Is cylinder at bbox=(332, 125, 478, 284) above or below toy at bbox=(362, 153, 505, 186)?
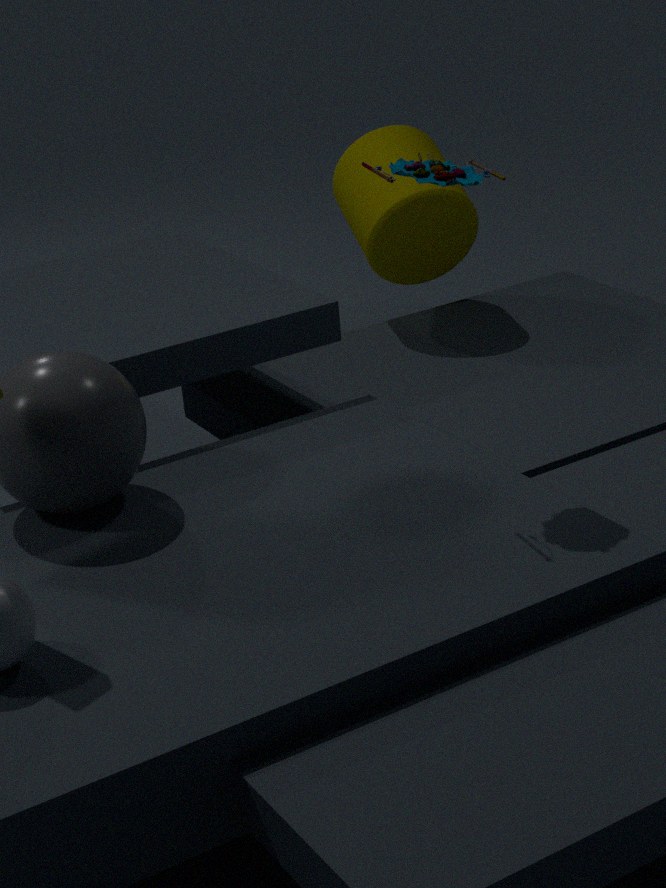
below
